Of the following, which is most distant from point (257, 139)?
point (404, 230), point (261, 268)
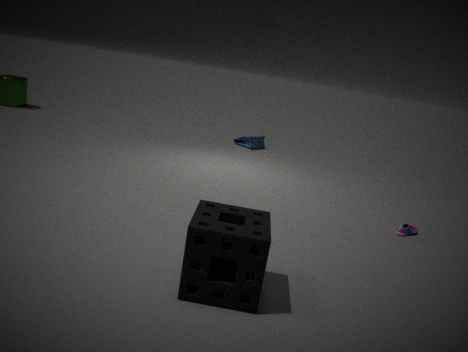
point (261, 268)
